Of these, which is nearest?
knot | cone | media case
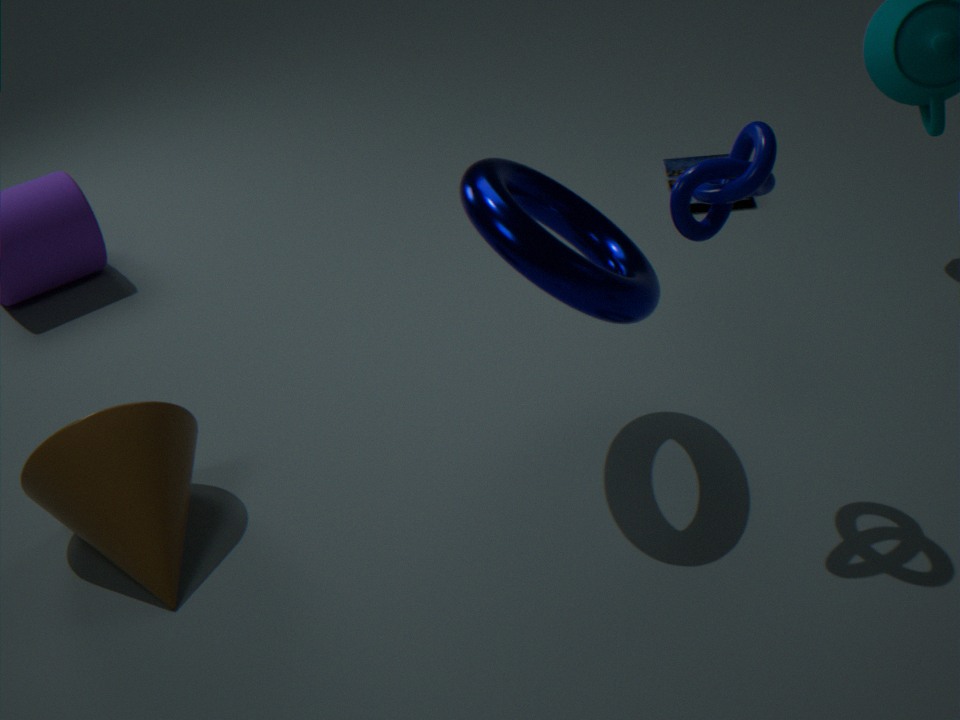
knot
